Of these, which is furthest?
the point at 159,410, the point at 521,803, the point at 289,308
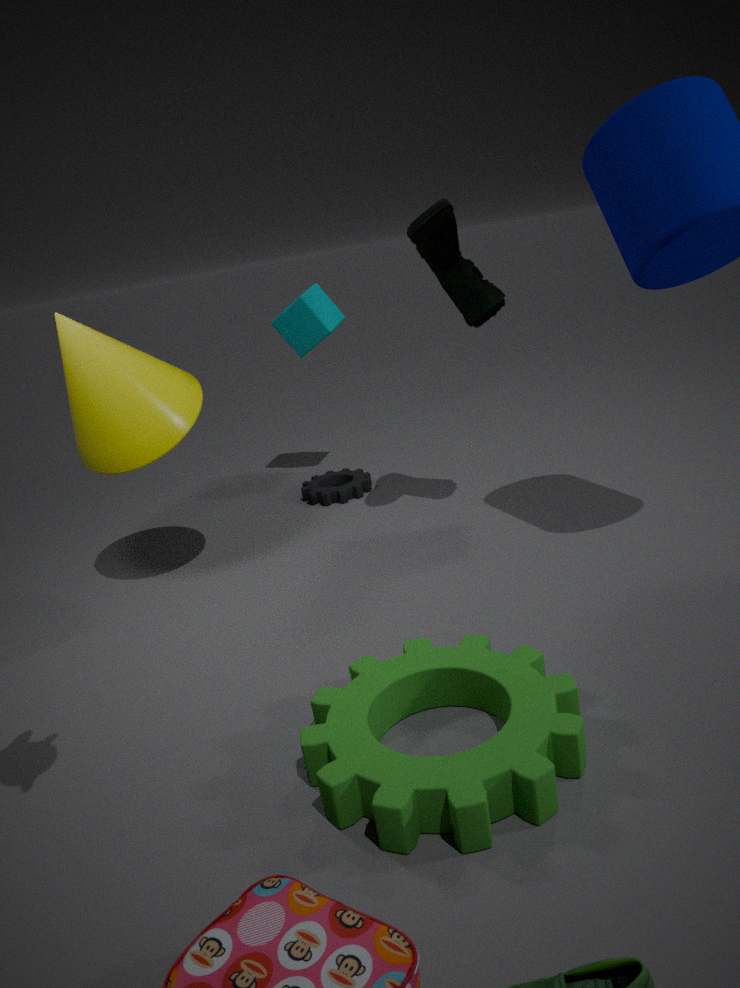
the point at 289,308
